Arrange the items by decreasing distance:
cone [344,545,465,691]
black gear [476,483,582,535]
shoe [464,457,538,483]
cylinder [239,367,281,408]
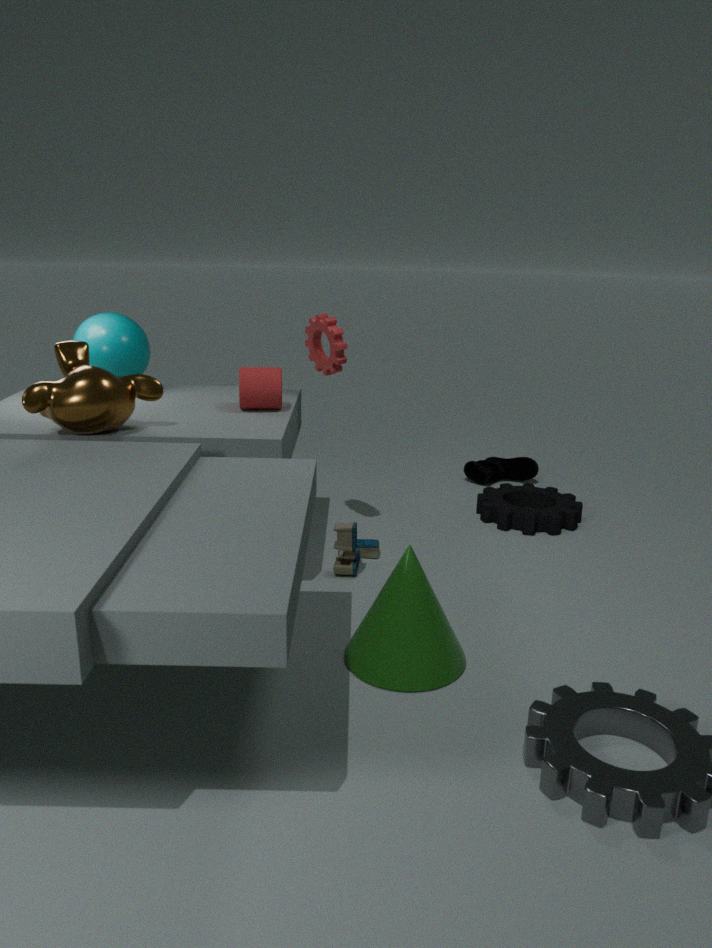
shoe [464,457,538,483]
black gear [476,483,582,535]
cylinder [239,367,281,408]
cone [344,545,465,691]
